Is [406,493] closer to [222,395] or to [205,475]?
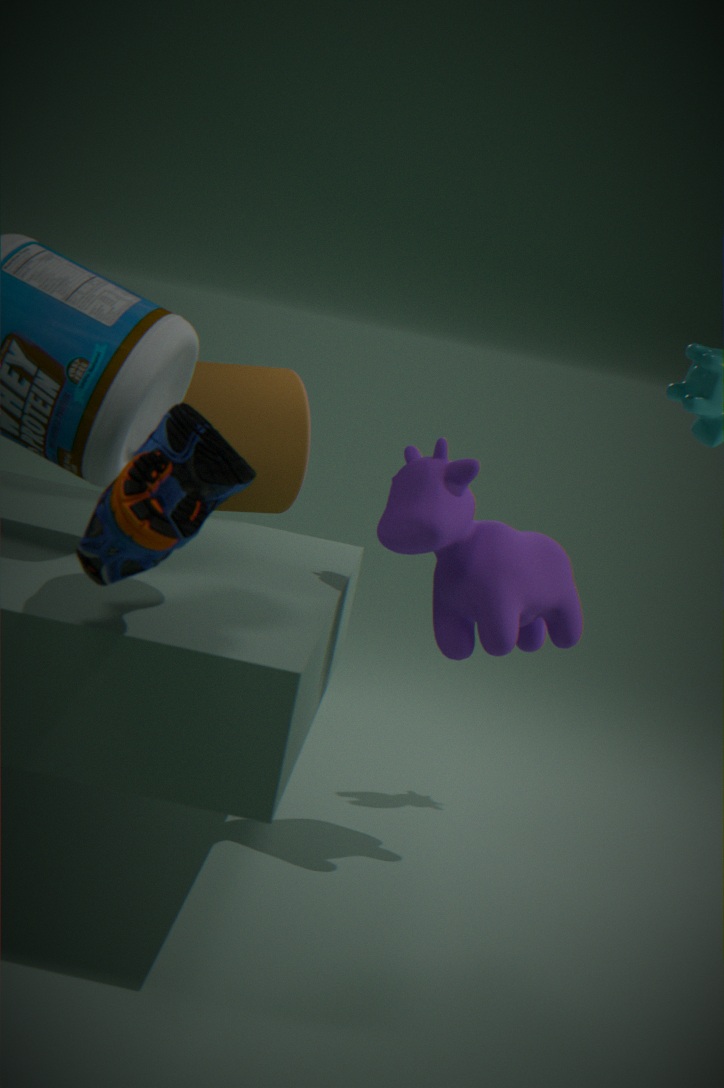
[205,475]
